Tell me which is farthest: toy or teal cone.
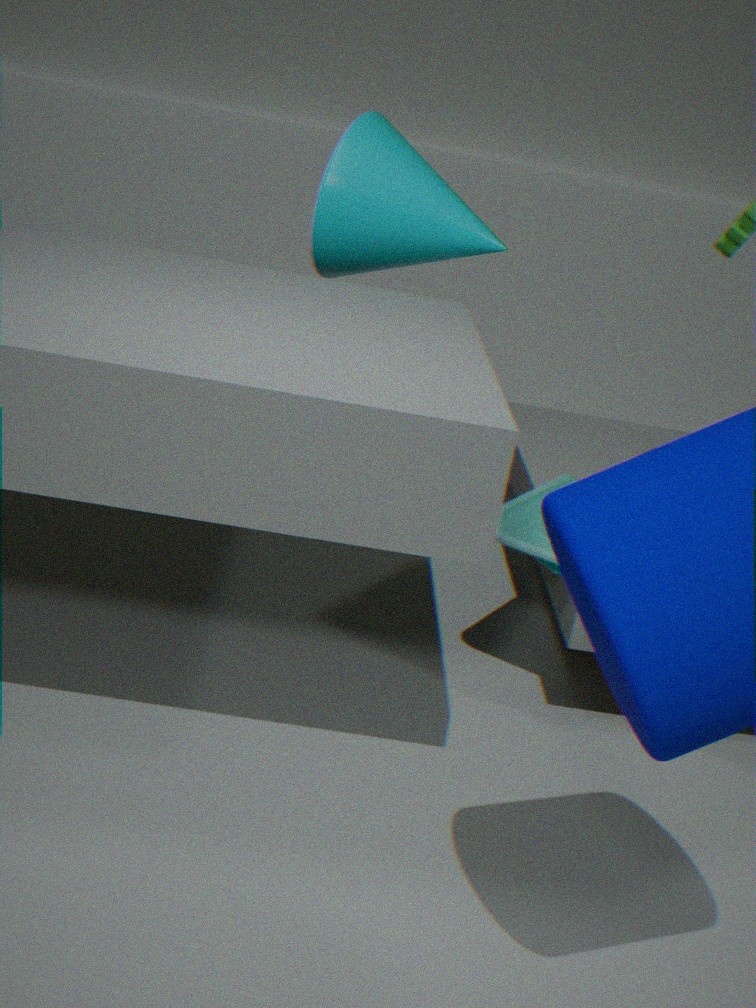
teal cone
